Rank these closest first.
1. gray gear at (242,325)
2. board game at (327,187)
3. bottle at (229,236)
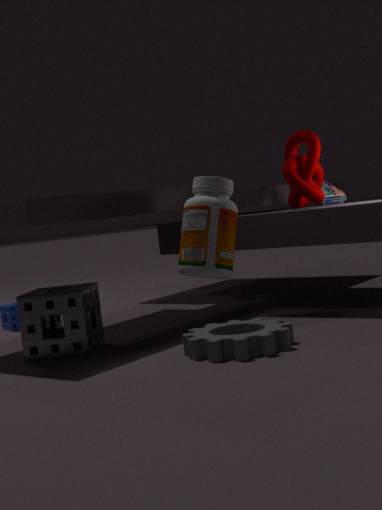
gray gear at (242,325), bottle at (229,236), board game at (327,187)
